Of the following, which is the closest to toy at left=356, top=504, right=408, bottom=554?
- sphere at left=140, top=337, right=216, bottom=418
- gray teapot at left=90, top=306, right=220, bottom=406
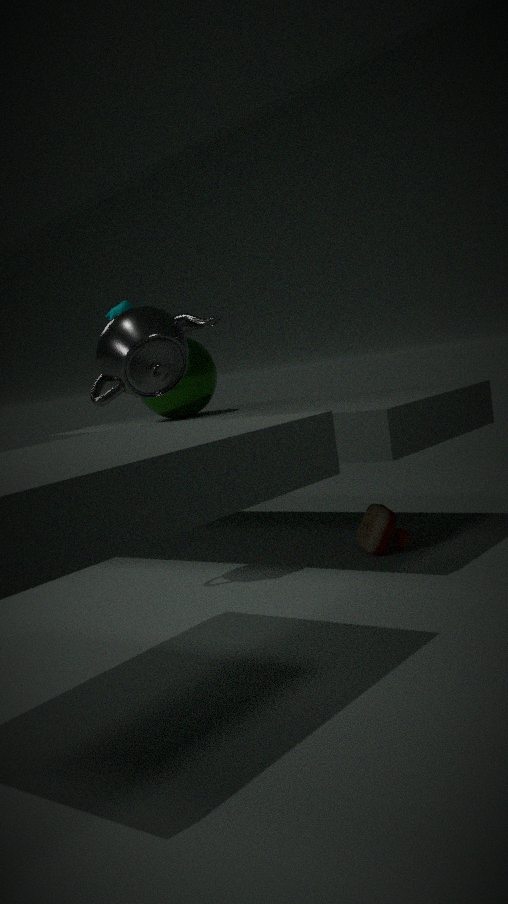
sphere at left=140, top=337, right=216, bottom=418
